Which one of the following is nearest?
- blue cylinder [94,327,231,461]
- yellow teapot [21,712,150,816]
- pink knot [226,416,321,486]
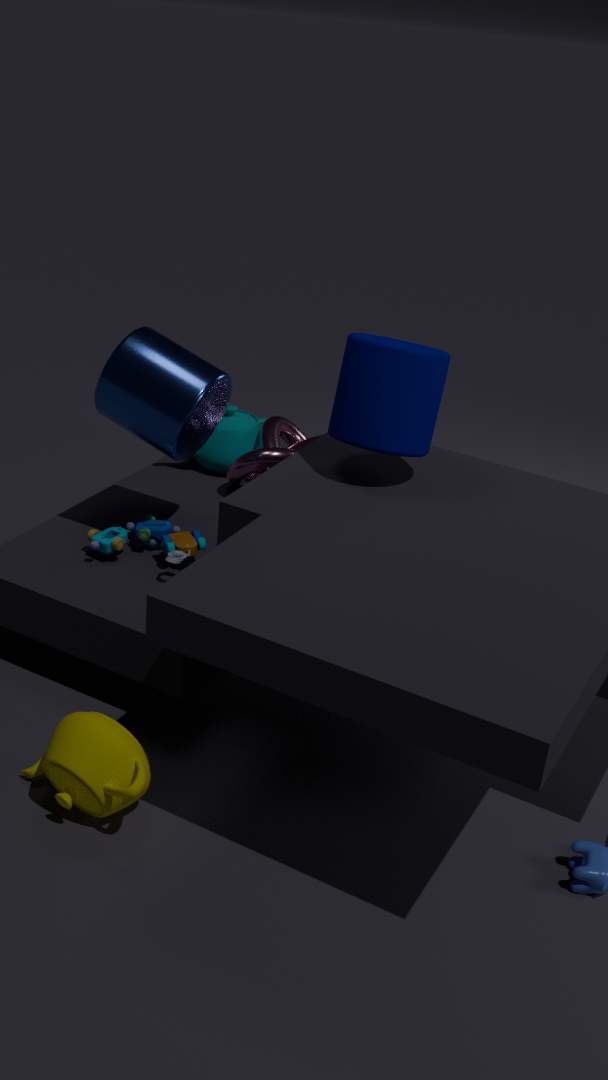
yellow teapot [21,712,150,816]
